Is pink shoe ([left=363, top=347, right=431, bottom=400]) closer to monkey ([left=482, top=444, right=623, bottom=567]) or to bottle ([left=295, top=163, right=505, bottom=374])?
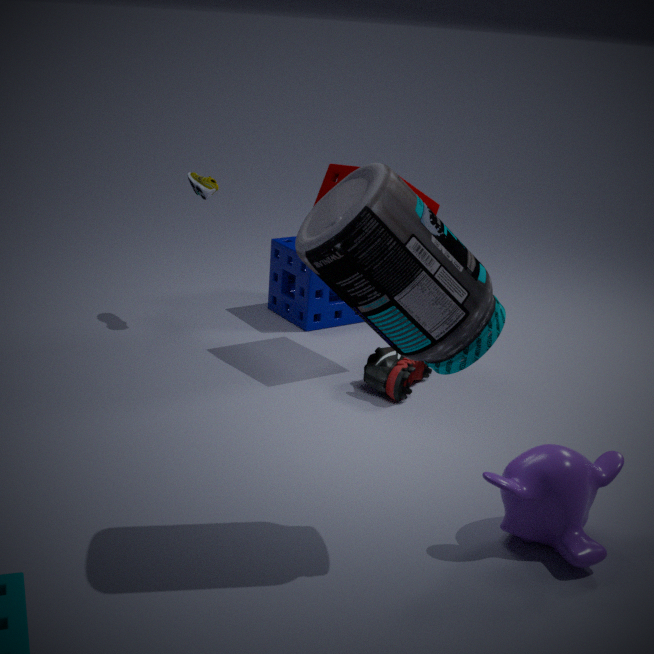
monkey ([left=482, top=444, right=623, bottom=567])
